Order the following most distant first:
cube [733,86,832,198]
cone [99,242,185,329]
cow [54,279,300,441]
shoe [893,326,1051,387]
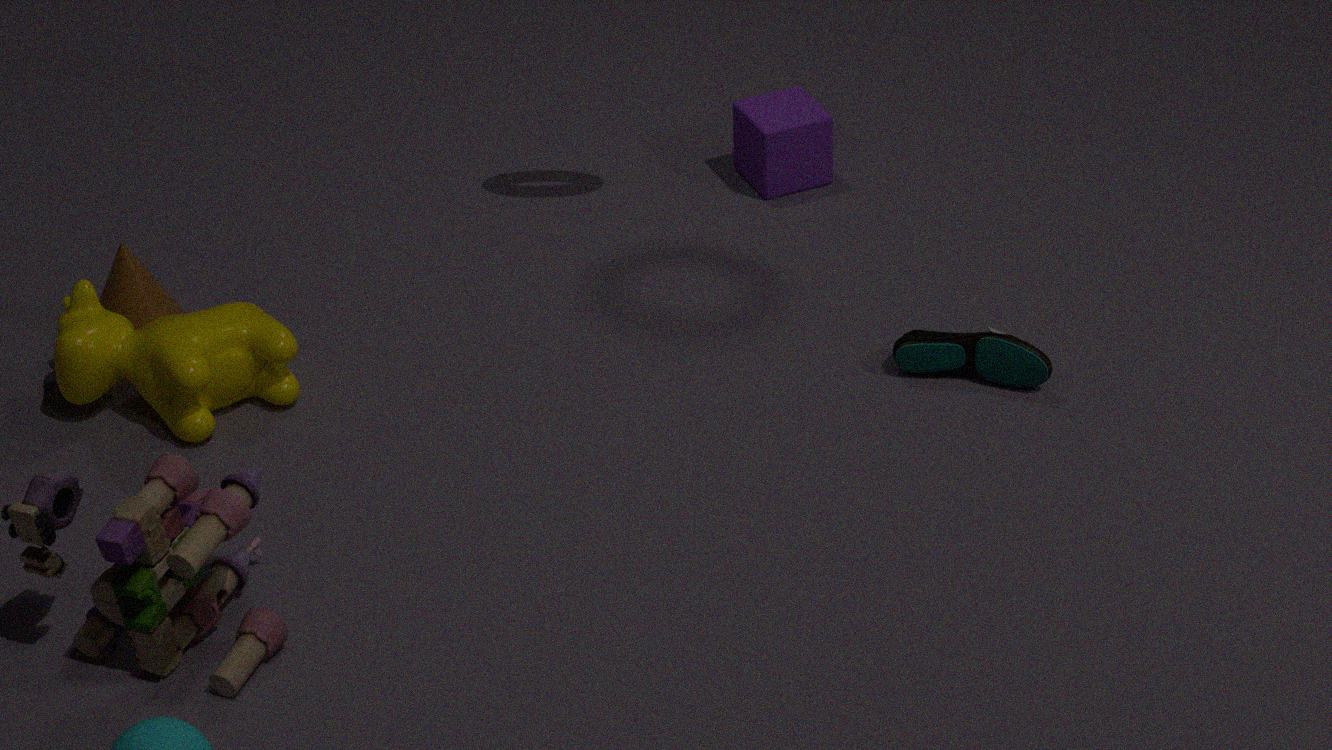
1. cube [733,86,832,198]
2. cone [99,242,185,329]
3. shoe [893,326,1051,387]
4. cow [54,279,300,441]
